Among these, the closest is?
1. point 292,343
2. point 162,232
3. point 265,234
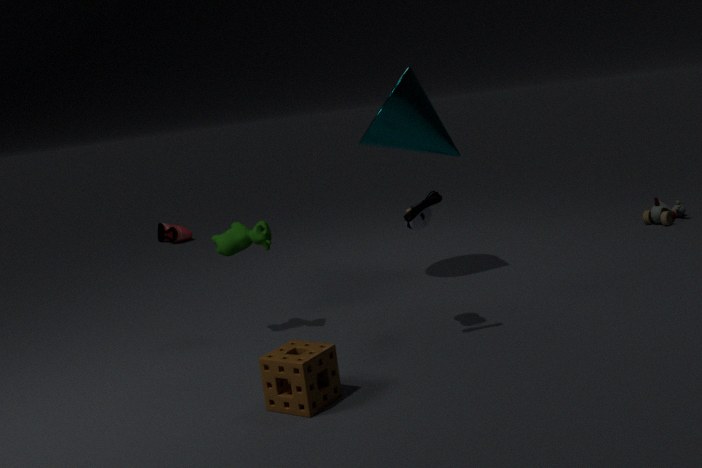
point 292,343
